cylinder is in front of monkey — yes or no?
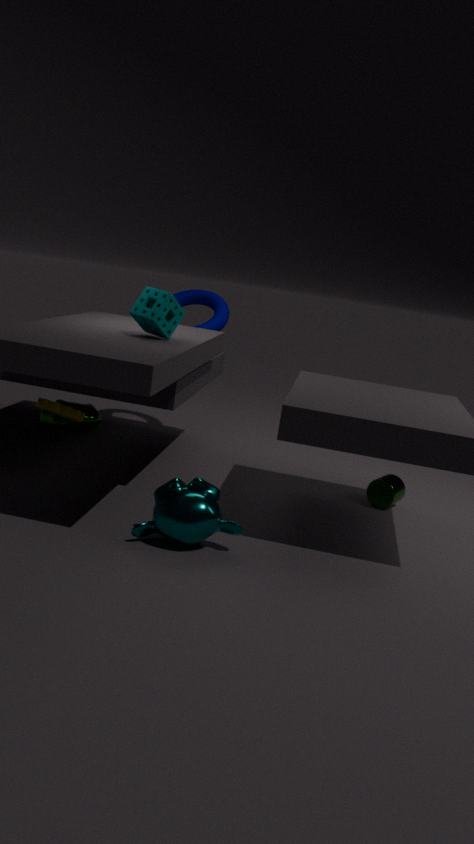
No
